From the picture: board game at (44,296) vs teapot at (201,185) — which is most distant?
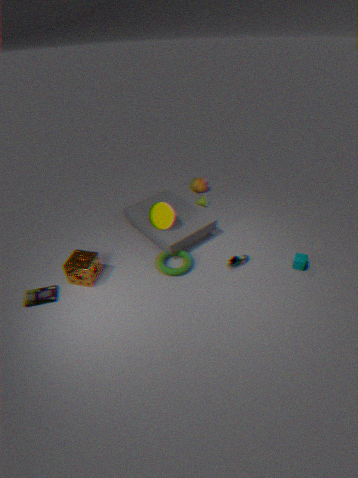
teapot at (201,185)
